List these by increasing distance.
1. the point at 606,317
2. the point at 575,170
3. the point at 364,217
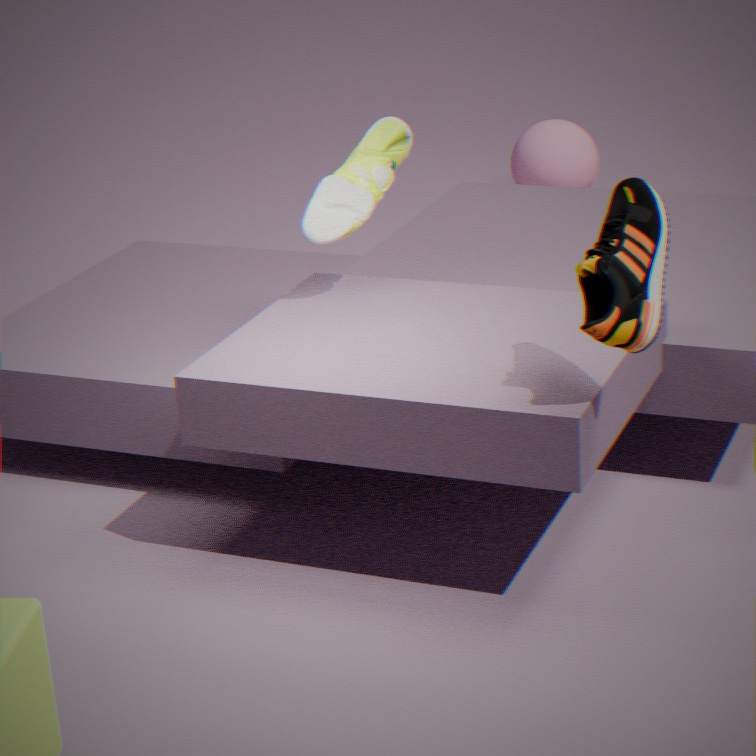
the point at 606,317 → the point at 364,217 → the point at 575,170
